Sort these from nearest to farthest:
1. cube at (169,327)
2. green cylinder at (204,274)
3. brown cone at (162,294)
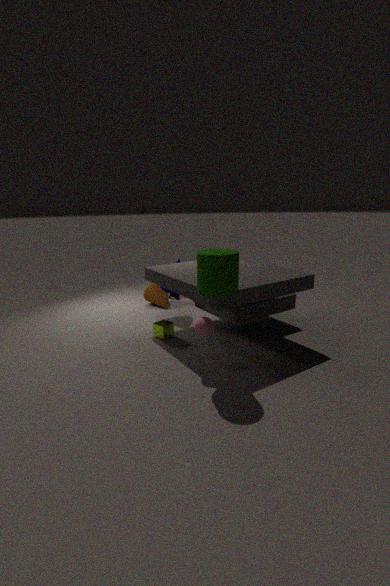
green cylinder at (204,274), cube at (169,327), brown cone at (162,294)
